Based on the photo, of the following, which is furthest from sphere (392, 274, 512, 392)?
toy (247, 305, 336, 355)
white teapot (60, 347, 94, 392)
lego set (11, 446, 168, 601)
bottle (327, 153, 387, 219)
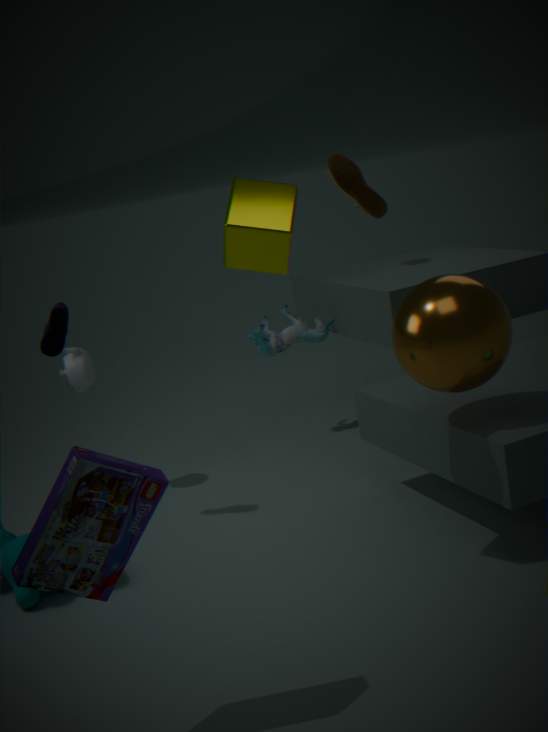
white teapot (60, 347, 94, 392)
